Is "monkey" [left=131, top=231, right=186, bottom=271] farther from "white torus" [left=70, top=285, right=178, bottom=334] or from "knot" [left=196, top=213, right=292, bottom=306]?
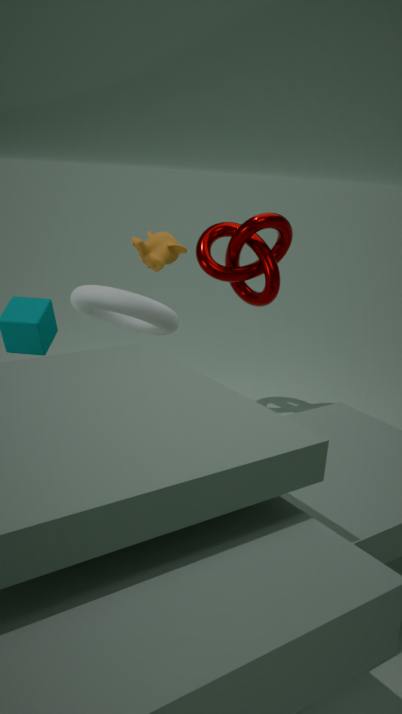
"knot" [left=196, top=213, right=292, bottom=306]
